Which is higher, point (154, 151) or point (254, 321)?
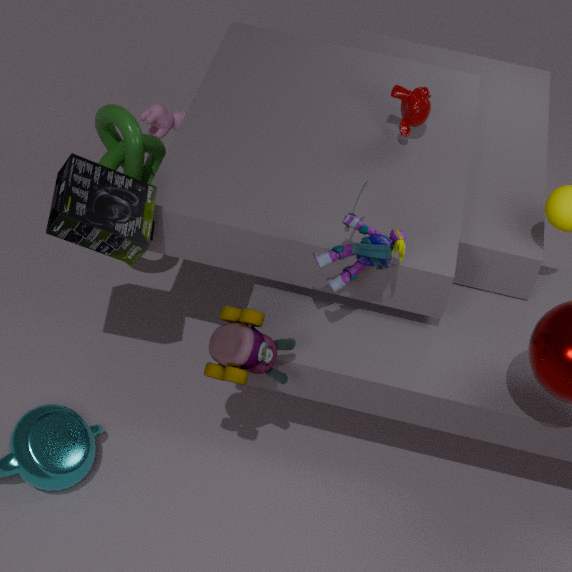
point (254, 321)
